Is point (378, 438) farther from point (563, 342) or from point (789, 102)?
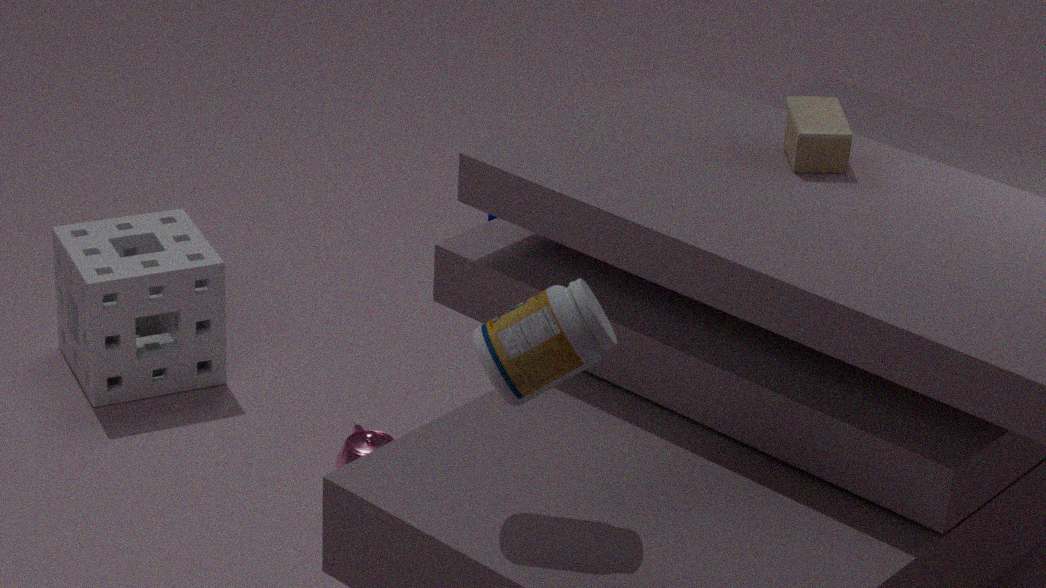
point (789, 102)
